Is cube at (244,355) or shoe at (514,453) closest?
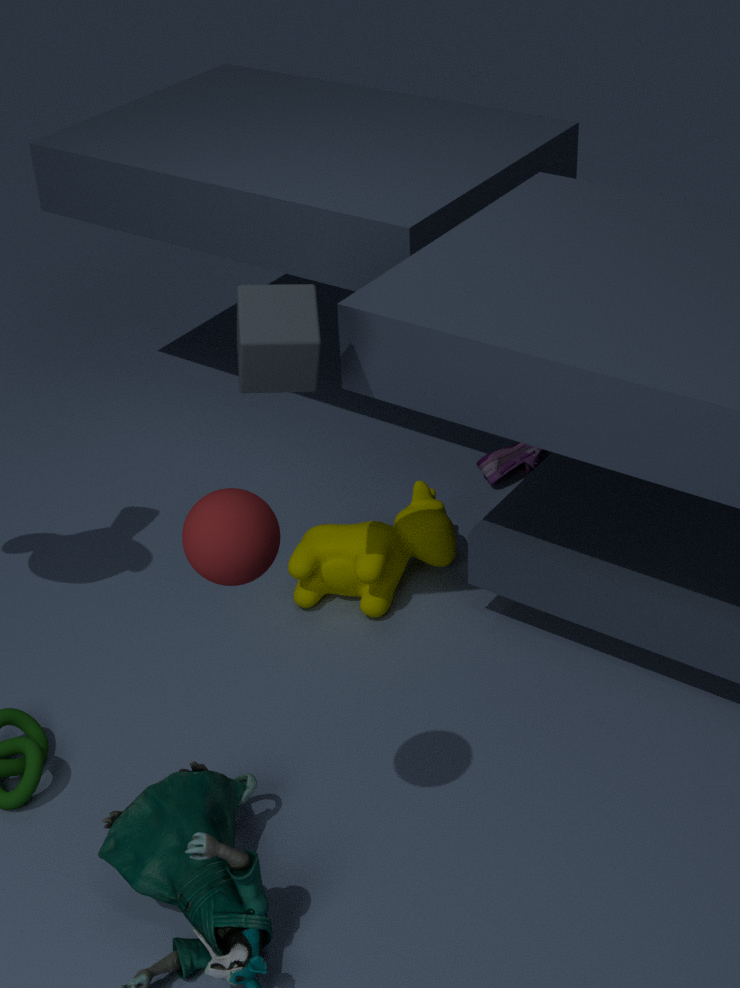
cube at (244,355)
